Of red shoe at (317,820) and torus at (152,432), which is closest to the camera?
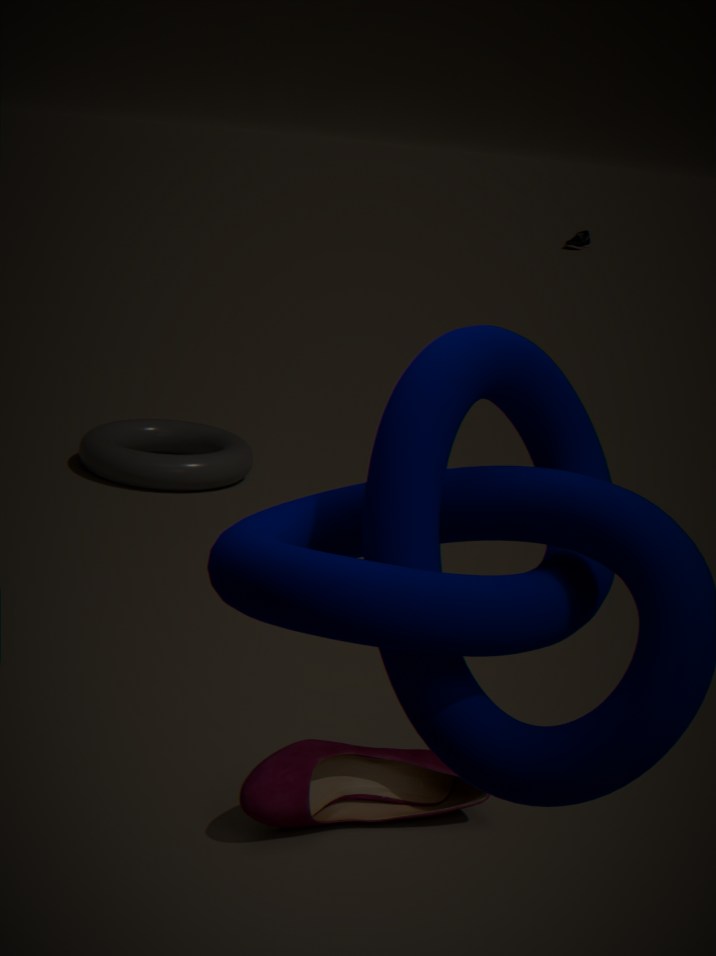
red shoe at (317,820)
